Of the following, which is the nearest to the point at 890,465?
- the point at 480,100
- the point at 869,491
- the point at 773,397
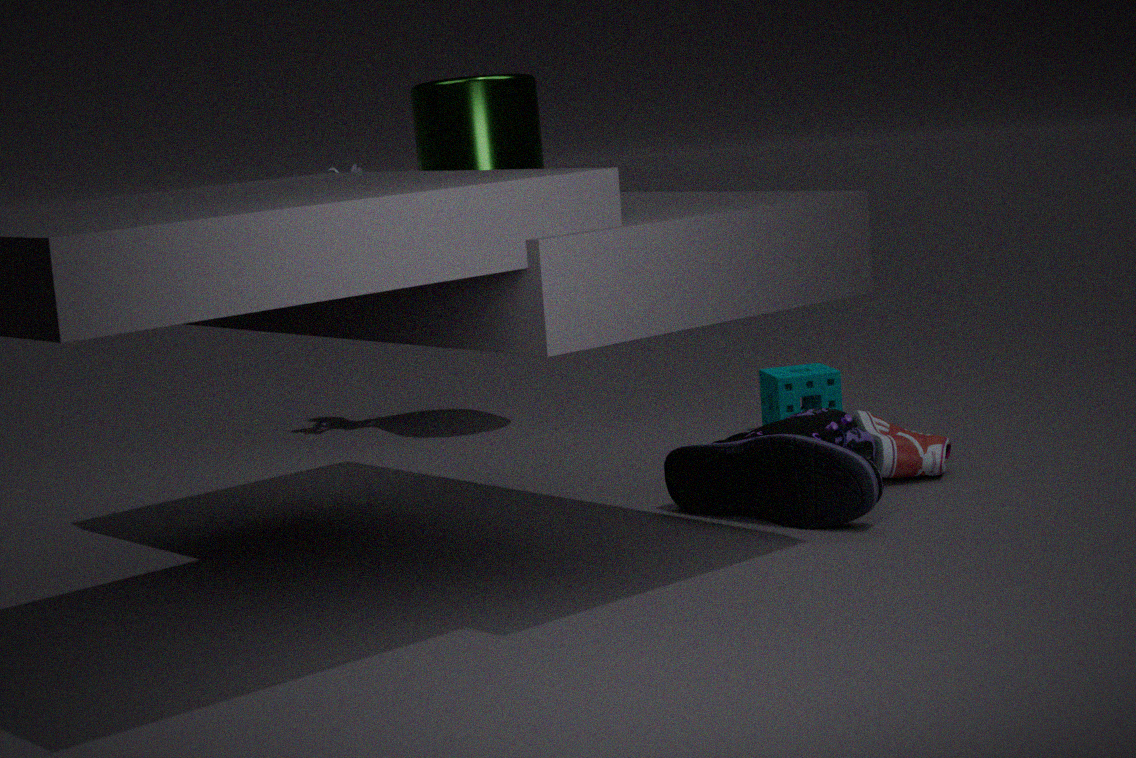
the point at 869,491
